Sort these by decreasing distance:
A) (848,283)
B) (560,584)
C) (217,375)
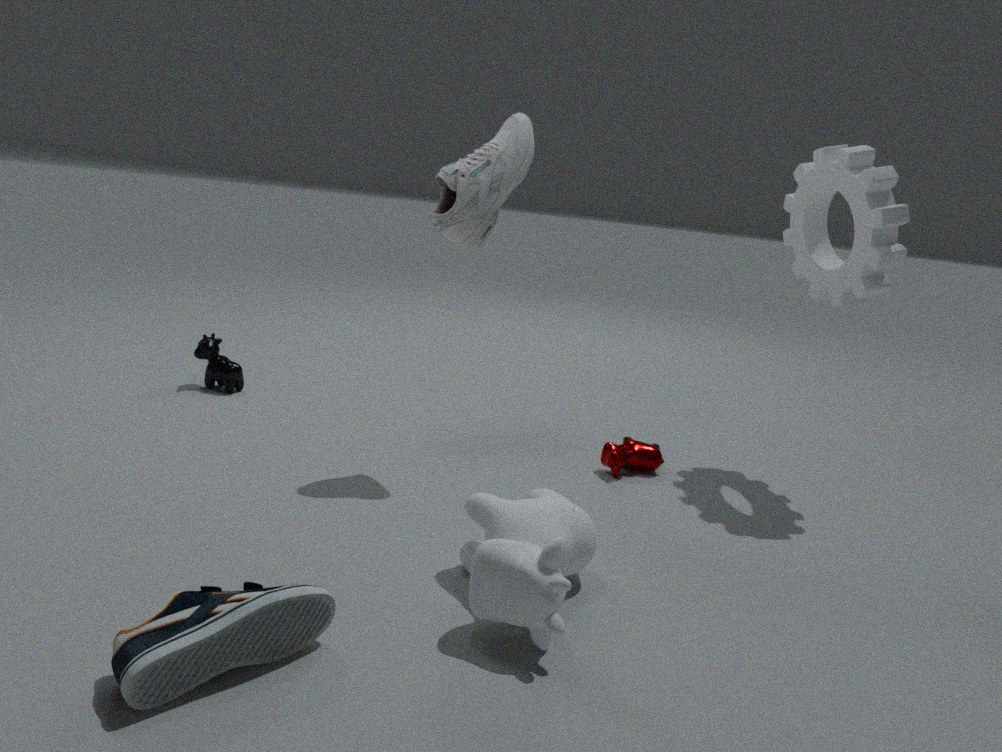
(217,375) → (848,283) → (560,584)
